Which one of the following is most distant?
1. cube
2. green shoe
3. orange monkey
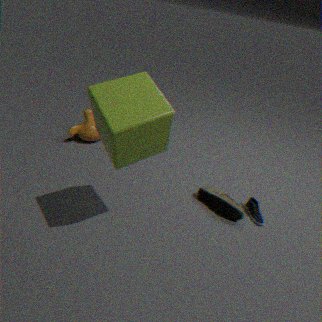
orange monkey
